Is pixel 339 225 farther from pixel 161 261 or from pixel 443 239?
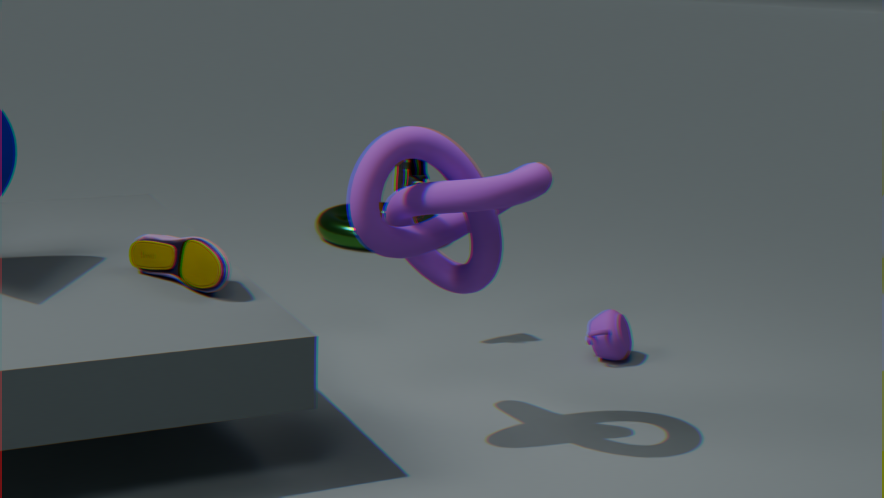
pixel 443 239
